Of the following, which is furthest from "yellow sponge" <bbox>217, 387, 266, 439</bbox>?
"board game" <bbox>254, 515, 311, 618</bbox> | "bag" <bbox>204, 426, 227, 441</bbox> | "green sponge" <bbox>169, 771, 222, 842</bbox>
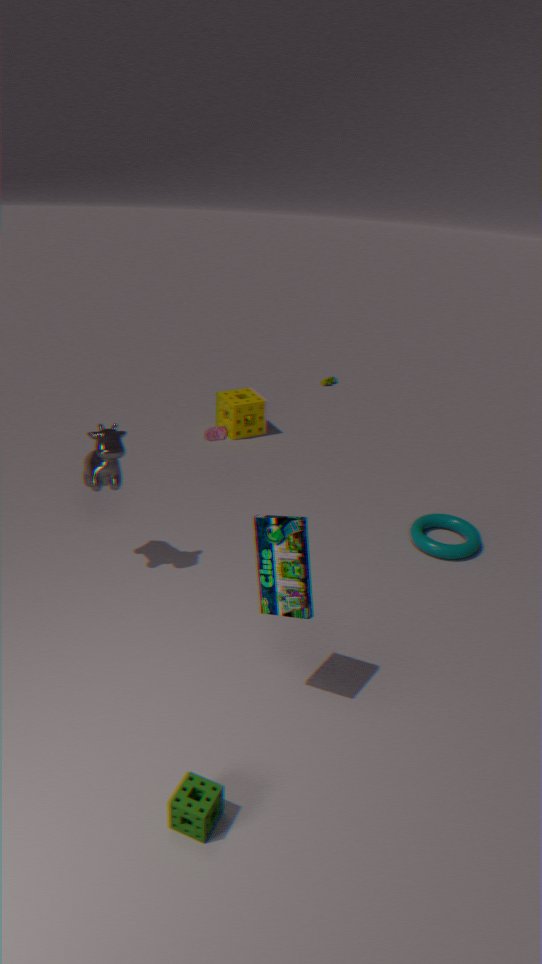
"green sponge" <bbox>169, 771, 222, 842</bbox>
